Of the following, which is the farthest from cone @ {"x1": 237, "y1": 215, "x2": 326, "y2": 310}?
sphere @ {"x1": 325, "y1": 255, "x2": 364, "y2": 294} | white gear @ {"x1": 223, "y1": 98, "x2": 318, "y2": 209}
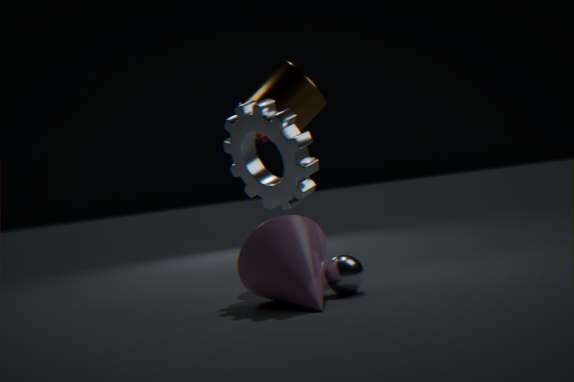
white gear @ {"x1": 223, "y1": 98, "x2": 318, "y2": 209}
